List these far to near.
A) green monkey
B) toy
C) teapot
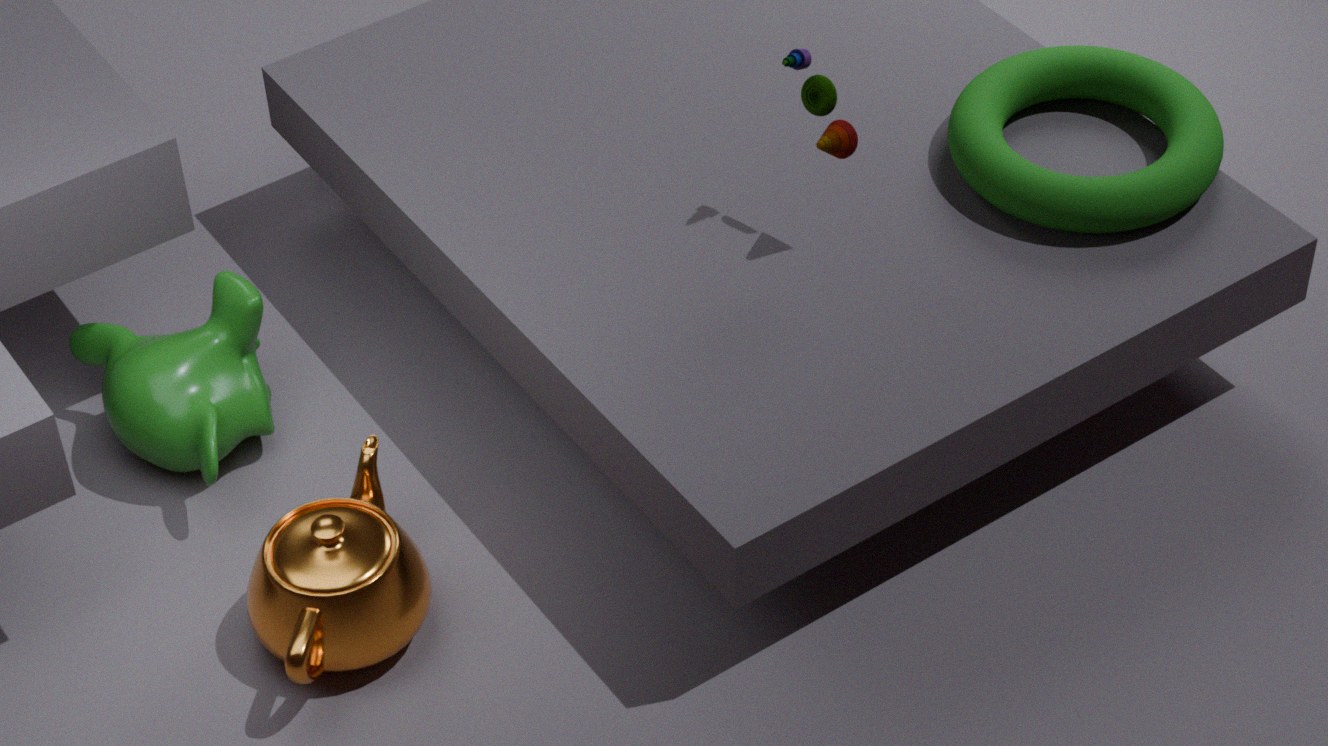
green monkey < toy < teapot
